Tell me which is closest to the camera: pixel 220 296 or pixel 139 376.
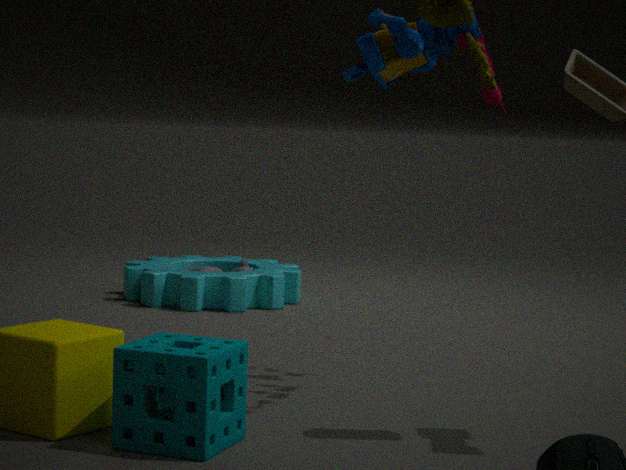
pixel 139 376
